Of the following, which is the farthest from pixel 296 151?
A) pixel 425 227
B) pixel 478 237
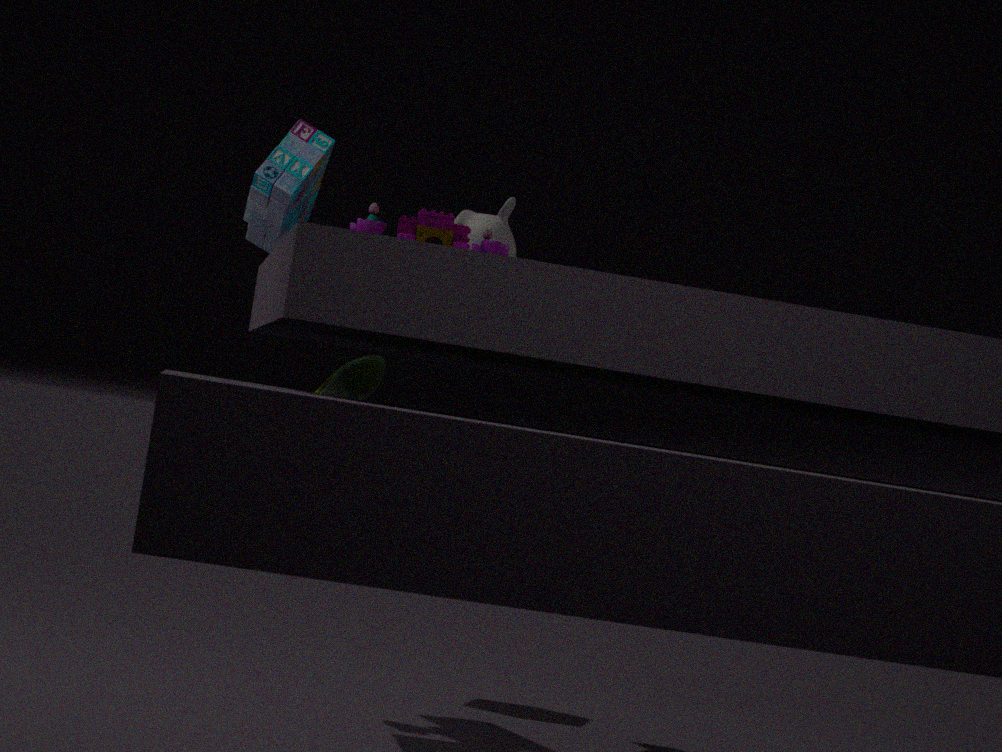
pixel 425 227
